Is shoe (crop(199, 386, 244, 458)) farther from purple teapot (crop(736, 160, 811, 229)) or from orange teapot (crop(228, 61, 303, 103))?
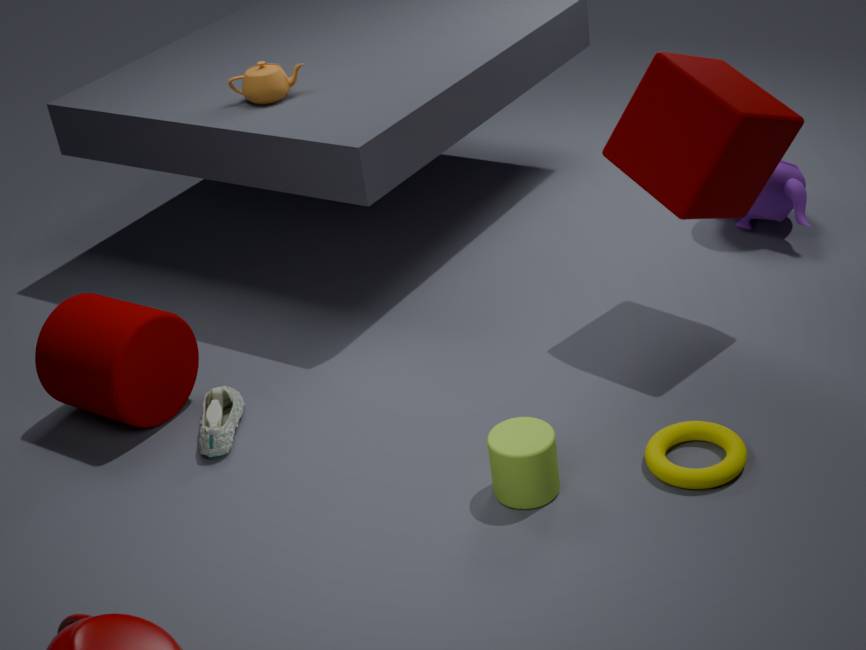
purple teapot (crop(736, 160, 811, 229))
